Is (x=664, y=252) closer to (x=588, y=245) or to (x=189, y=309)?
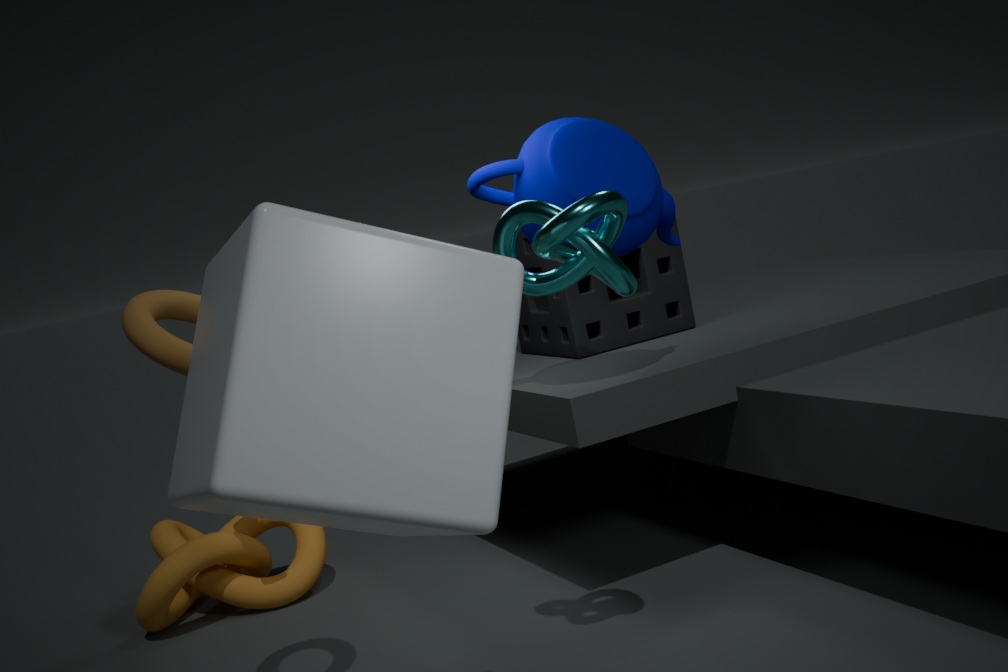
(x=588, y=245)
